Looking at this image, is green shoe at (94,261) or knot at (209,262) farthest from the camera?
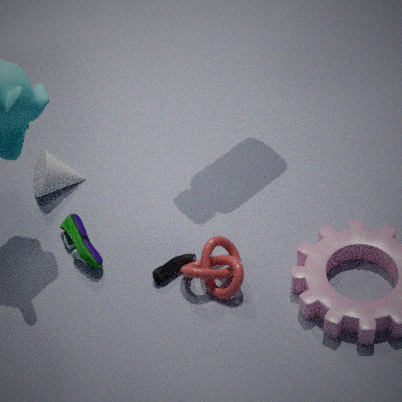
green shoe at (94,261)
